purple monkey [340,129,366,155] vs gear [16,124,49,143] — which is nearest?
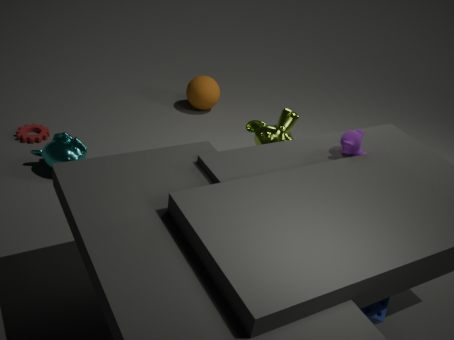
purple monkey [340,129,366,155]
